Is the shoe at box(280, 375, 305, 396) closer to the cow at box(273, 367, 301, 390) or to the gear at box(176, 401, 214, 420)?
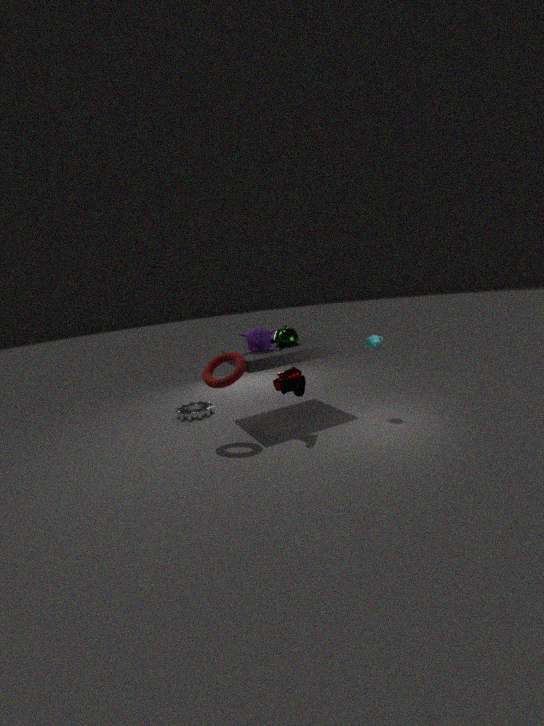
the cow at box(273, 367, 301, 390)
